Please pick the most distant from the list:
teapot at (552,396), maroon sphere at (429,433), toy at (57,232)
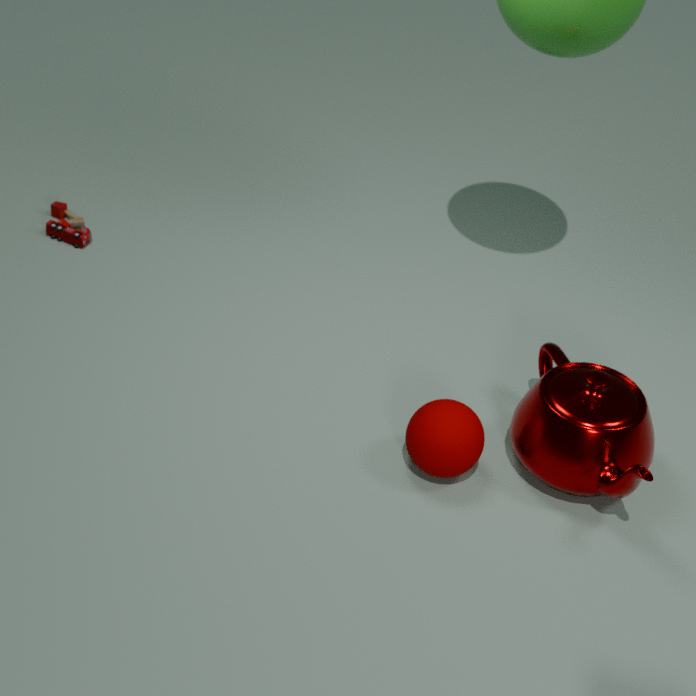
toy at (57,232)
